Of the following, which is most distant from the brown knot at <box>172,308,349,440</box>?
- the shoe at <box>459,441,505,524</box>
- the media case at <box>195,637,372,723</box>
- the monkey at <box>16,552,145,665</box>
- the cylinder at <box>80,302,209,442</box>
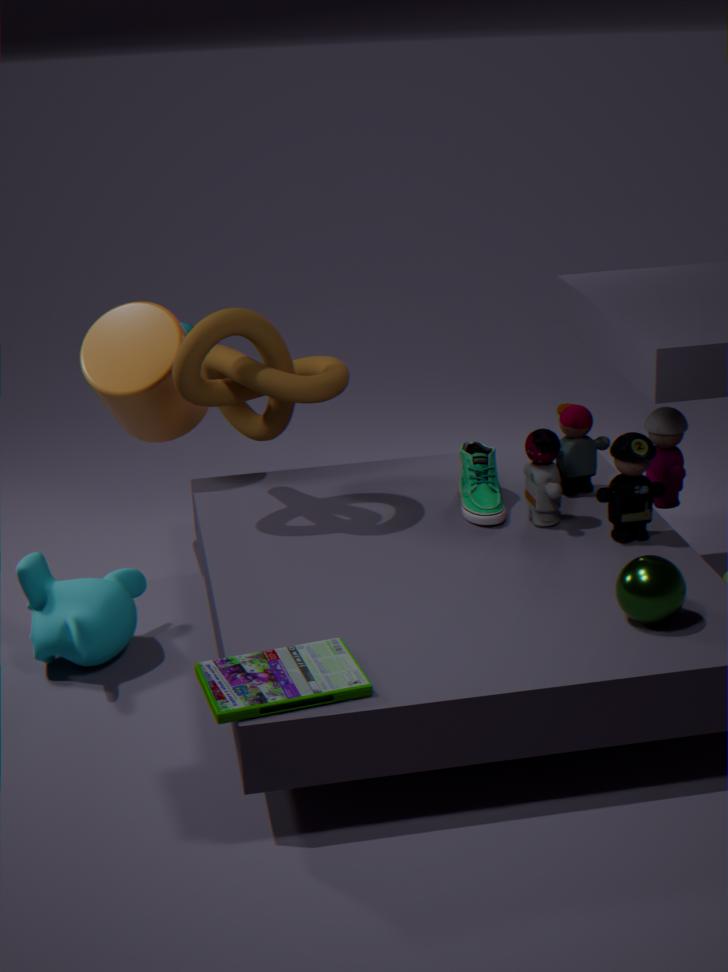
the media case at <box>195,637,372,723</box>
